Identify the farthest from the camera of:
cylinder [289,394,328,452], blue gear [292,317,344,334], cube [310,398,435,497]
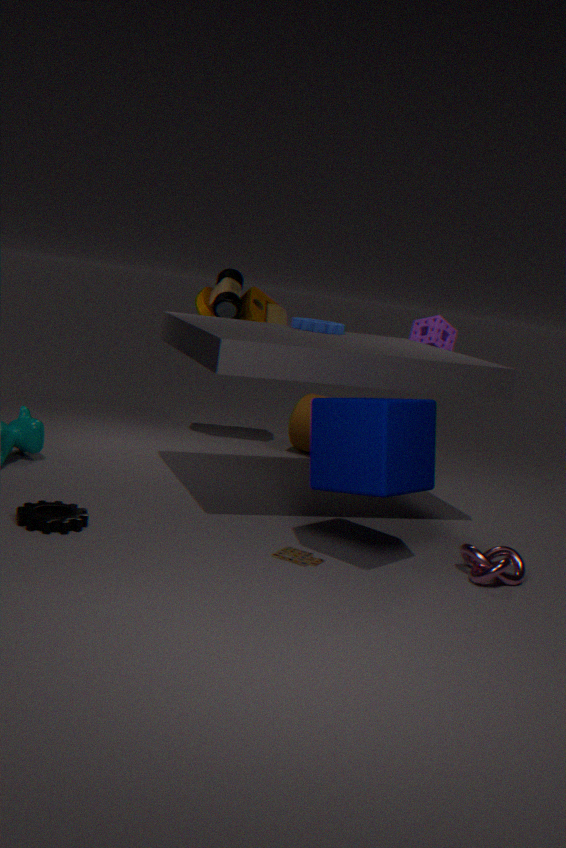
cylinder [289,394,328,452]
